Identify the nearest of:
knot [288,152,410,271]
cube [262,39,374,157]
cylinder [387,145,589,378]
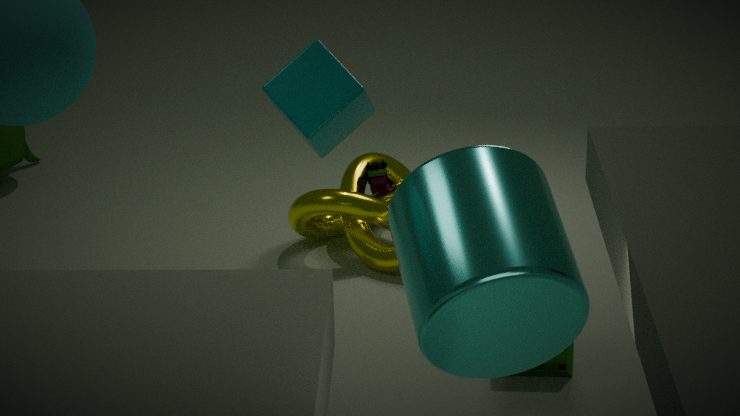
cylinder [387,145,589,378]
